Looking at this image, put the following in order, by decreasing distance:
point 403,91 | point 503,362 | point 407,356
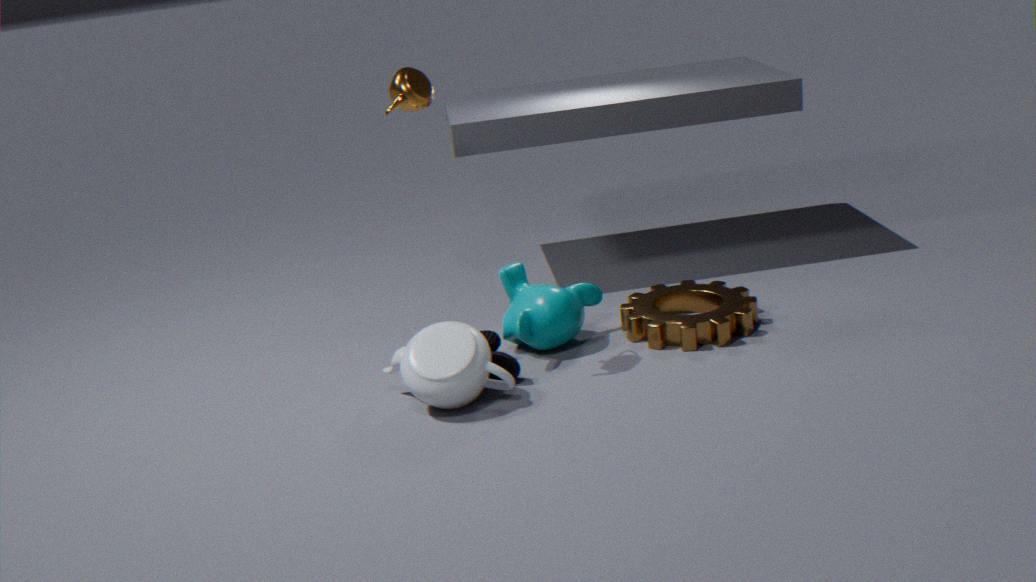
point 503,362, point 407,356, point 403,91
